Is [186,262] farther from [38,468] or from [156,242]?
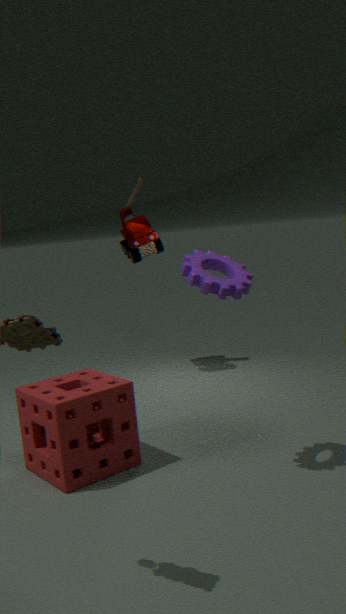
[156,242]
